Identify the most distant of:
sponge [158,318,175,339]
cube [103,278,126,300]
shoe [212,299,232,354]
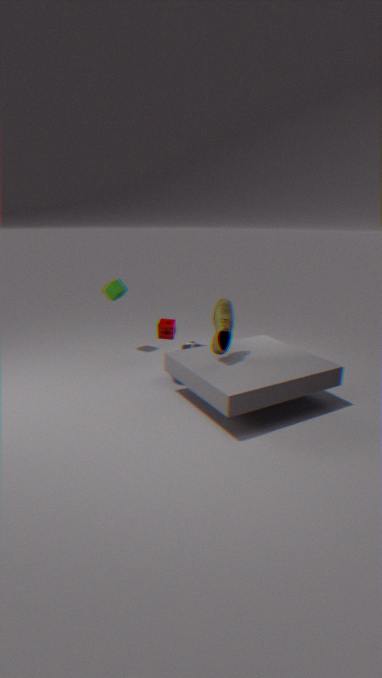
cube [103,278,126,300]
